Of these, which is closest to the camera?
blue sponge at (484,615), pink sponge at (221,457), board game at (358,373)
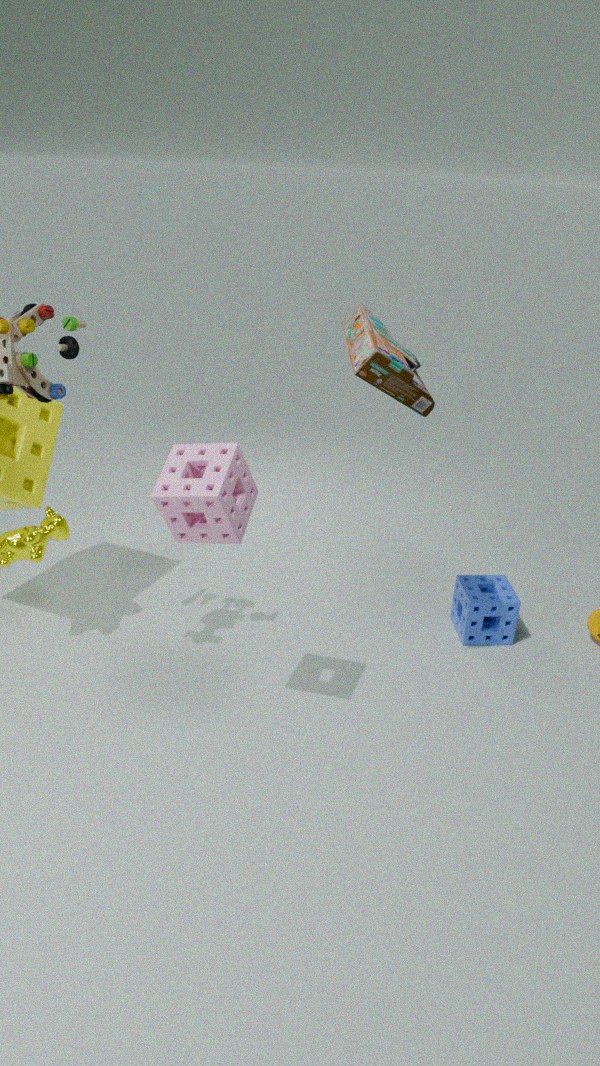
pink sponge at (221,457)
